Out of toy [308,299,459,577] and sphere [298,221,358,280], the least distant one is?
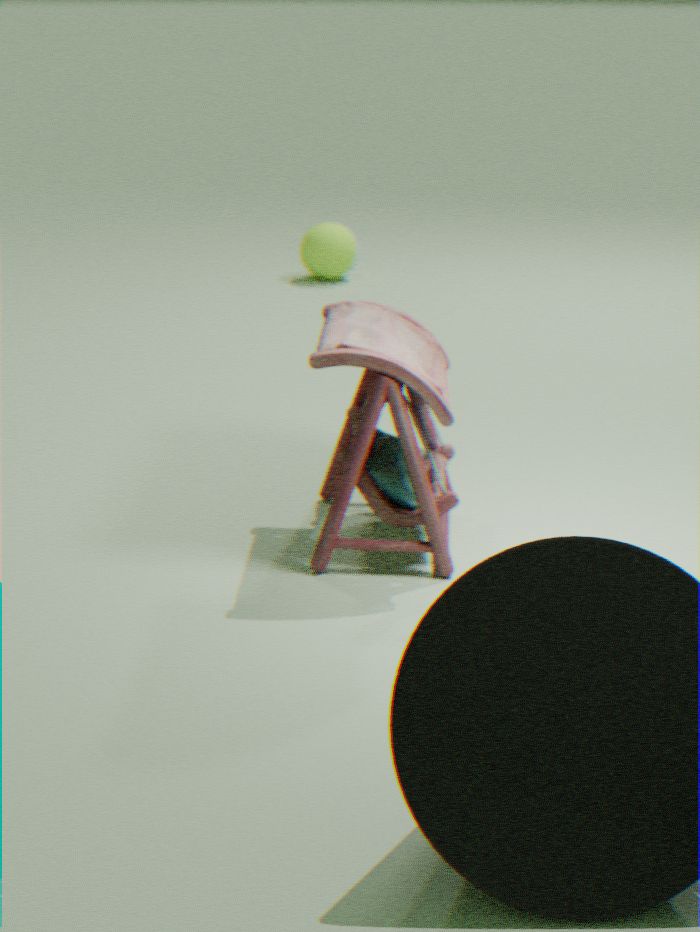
toy [308,299,459,577]
